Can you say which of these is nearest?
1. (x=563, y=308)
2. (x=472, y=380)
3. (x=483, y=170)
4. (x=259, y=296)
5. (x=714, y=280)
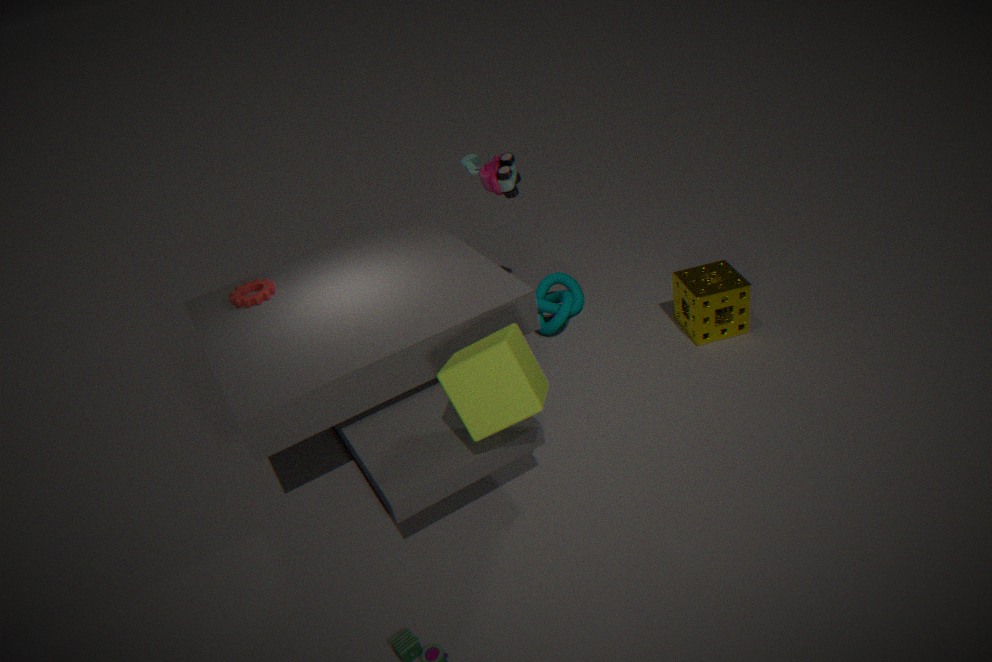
(x=472, y=380)
